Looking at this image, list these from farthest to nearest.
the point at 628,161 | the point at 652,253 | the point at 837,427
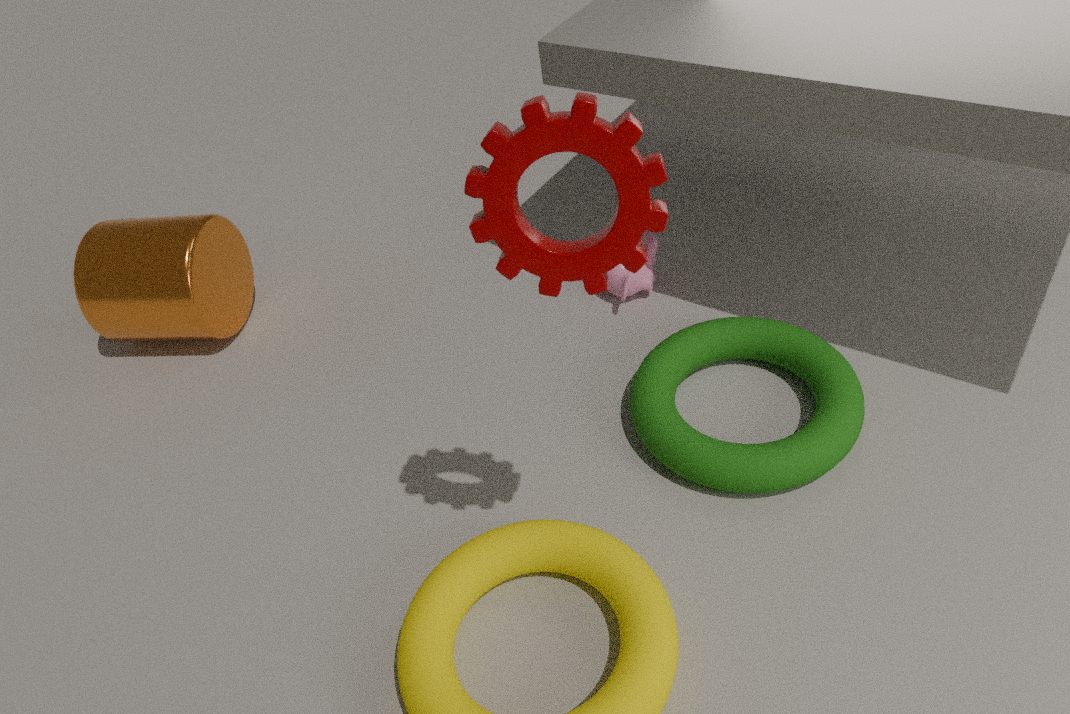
the point at 652,253 < the point at 837,427 < the point at 628,161
